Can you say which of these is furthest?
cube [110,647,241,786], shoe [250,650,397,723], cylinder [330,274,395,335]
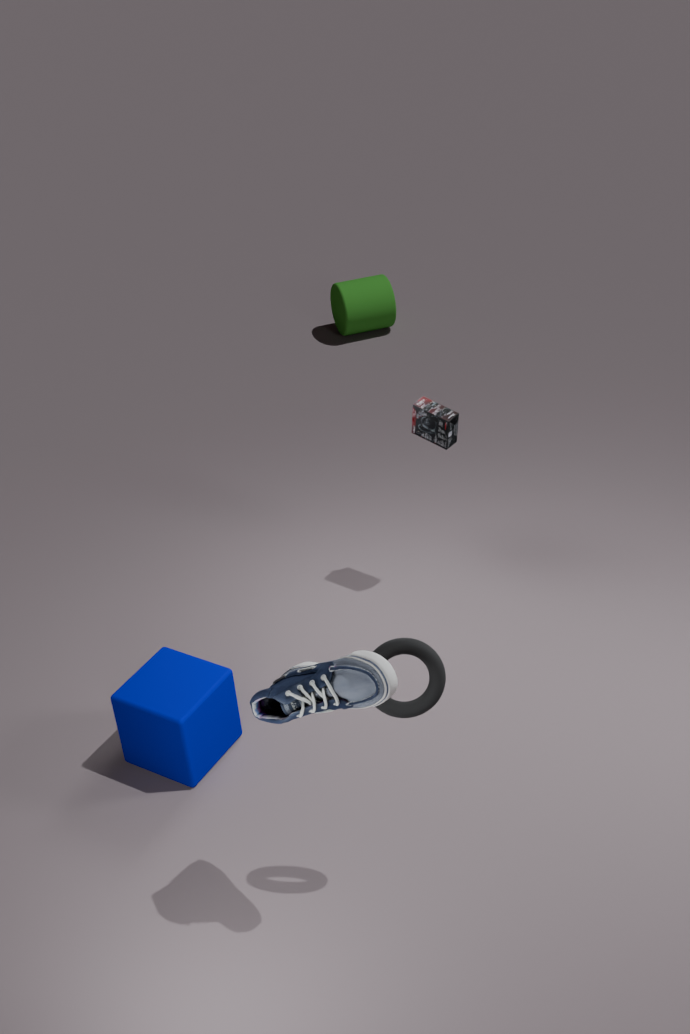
cylinder [330,274,395,335]
